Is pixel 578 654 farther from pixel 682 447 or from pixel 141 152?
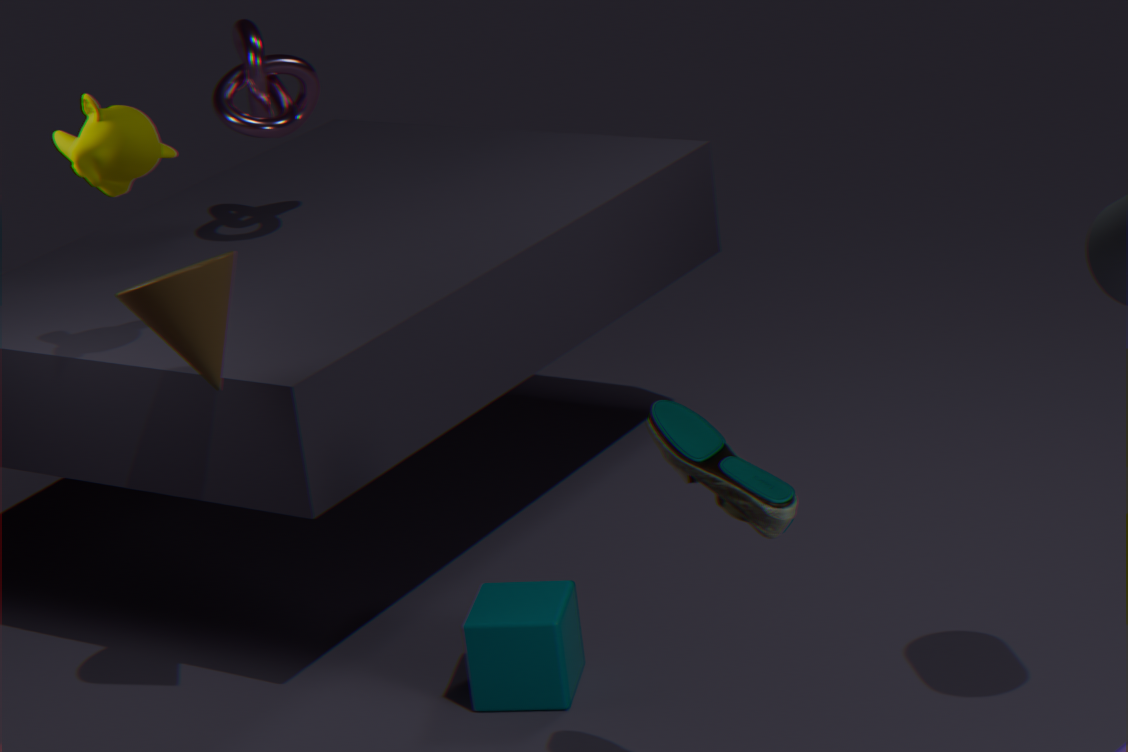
pixel 141 152
